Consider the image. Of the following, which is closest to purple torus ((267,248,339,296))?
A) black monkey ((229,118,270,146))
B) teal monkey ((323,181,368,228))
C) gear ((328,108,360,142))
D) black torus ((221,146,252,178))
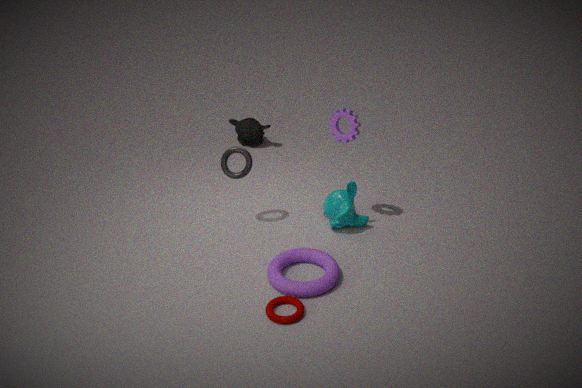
teal monkey ((323,181,368,228))
